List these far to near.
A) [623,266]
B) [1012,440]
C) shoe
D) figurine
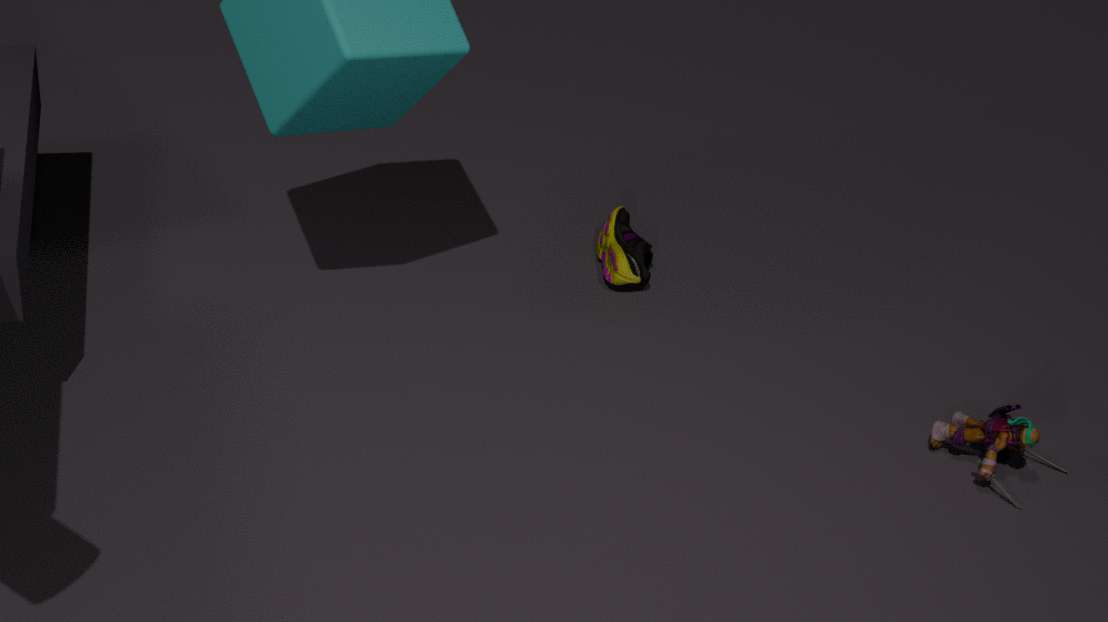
[623,266] → [1012,440] → shoe → figurine
